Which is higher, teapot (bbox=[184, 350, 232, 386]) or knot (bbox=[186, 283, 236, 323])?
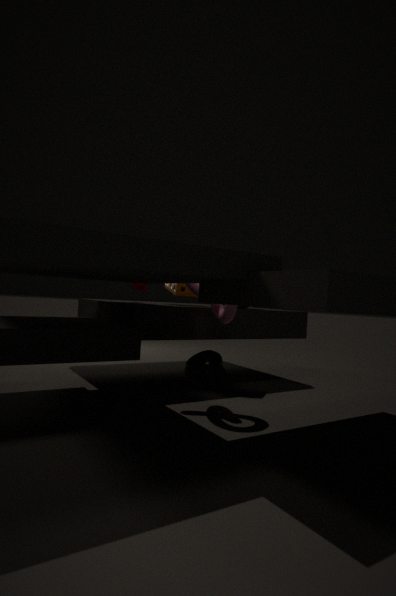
knot (bbox=[186, 283, 236, 323])
